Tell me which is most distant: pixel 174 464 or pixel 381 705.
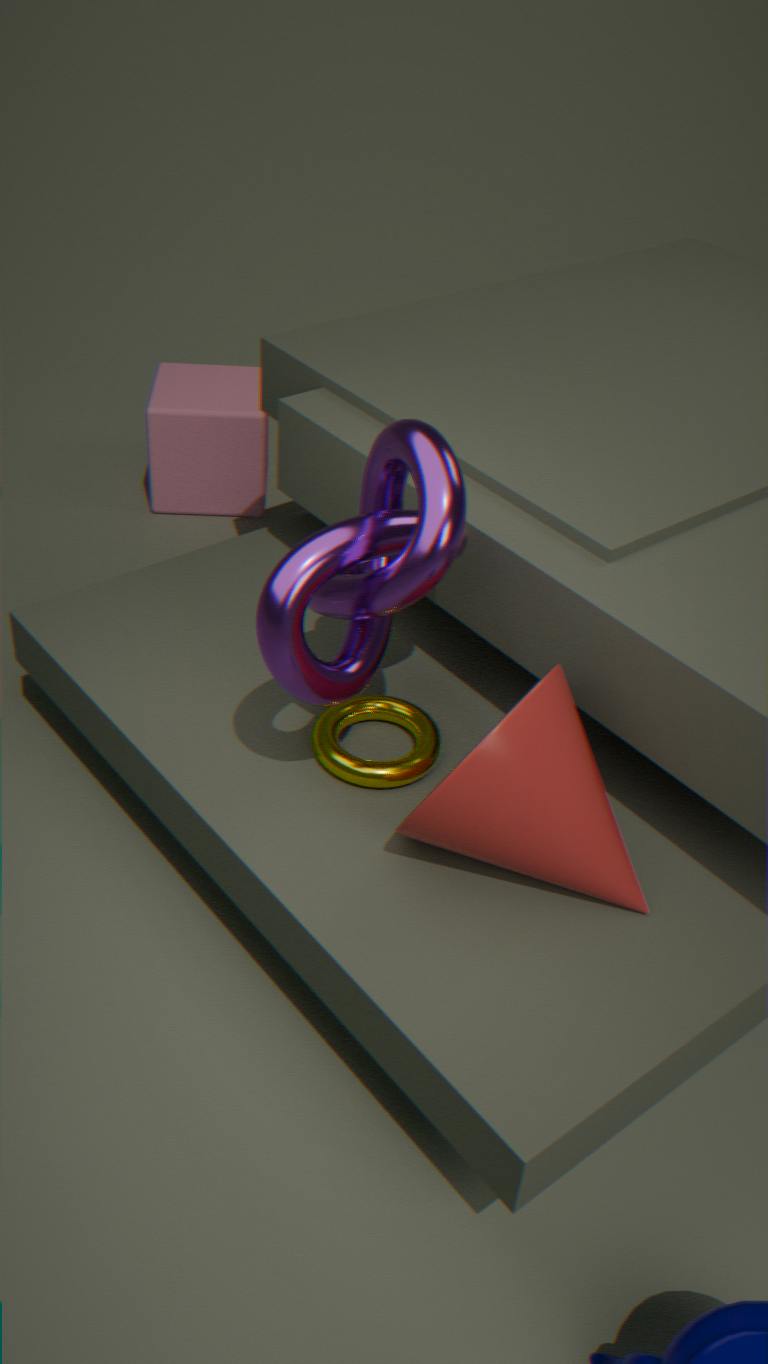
pixel 174 464
